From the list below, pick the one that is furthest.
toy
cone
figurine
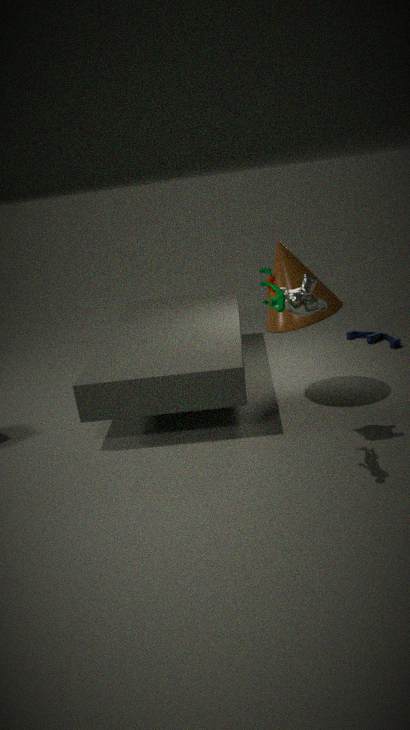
toy
